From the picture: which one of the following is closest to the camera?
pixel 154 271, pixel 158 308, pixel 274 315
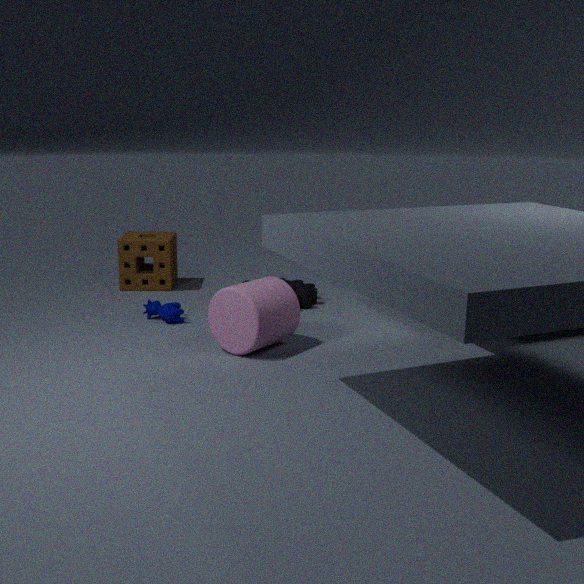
pixel 274 315
